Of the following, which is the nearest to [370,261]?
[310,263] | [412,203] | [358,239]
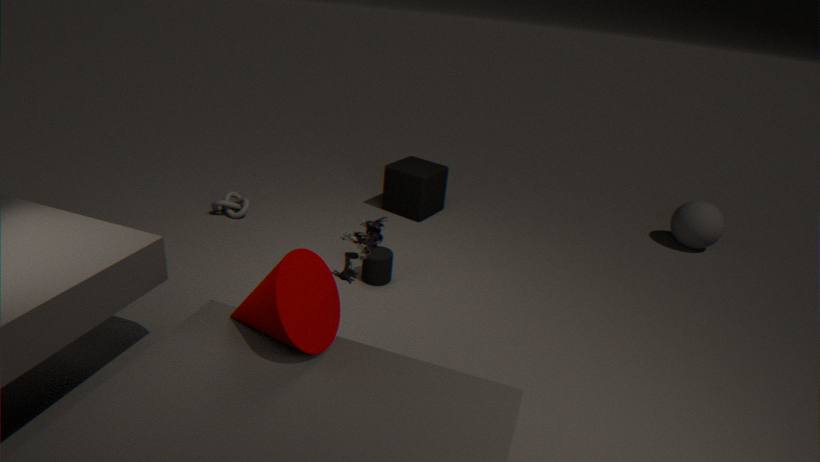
[358,239]
